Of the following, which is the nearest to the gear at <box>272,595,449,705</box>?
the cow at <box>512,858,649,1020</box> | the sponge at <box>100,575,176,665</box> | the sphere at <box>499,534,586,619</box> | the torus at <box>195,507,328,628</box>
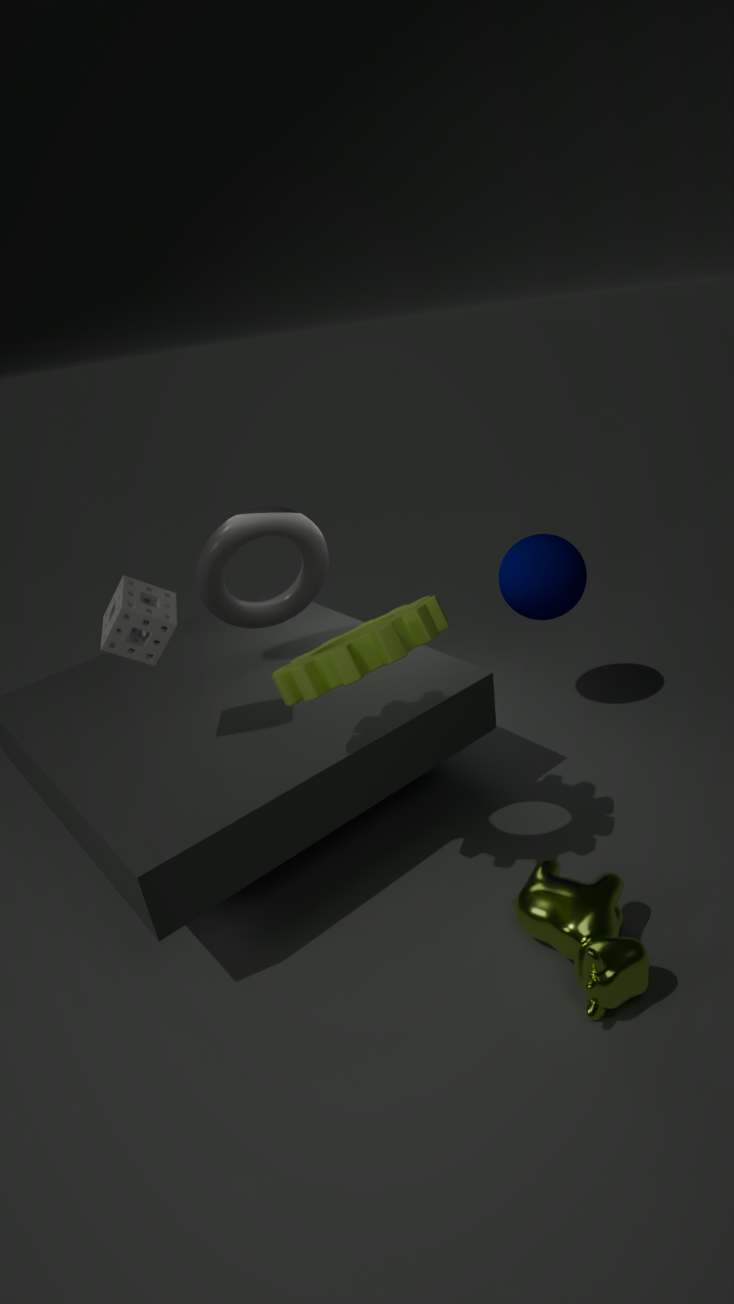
the sponge at <box>100,575,176,665</box>
